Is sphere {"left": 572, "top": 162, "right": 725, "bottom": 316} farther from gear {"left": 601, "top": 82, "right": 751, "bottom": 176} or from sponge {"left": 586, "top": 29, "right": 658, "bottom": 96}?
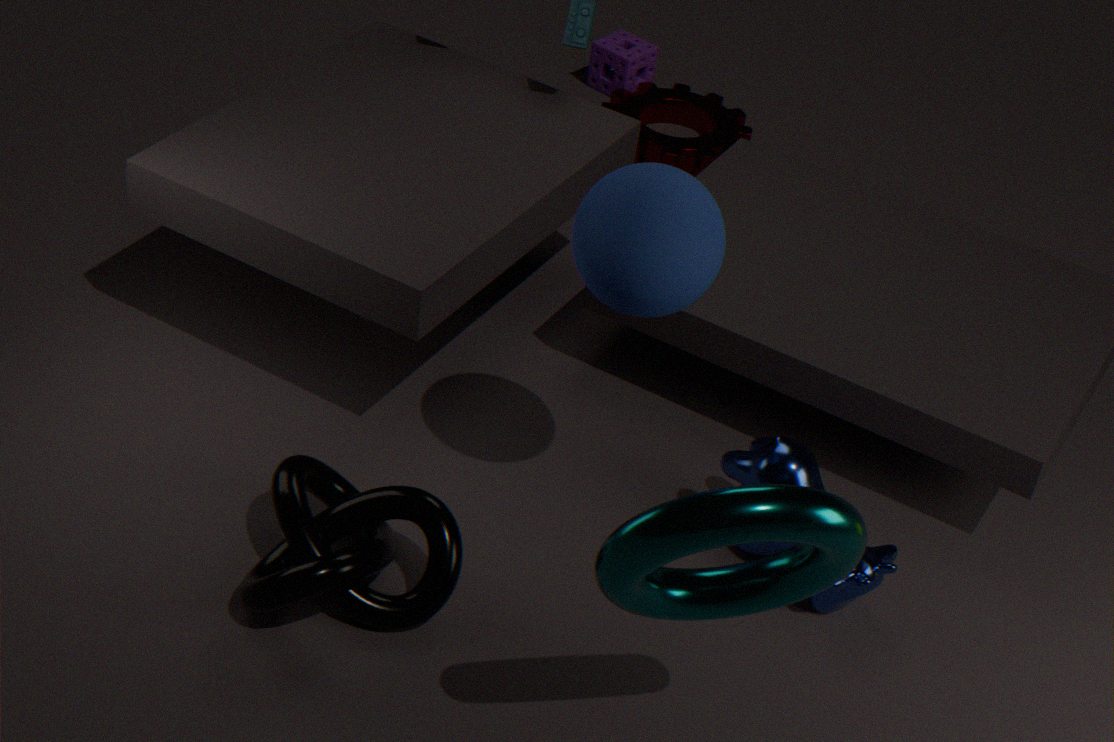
sponge {"left": 586, "top": 29, "right": 658, "bottom": 96}
